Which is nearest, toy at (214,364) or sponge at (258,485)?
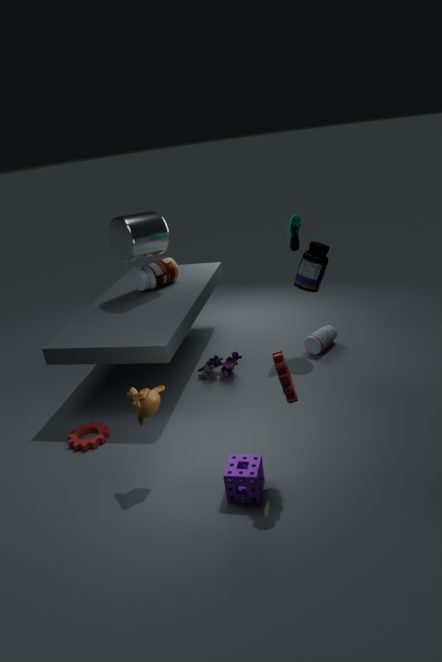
sponge at (258,485)
